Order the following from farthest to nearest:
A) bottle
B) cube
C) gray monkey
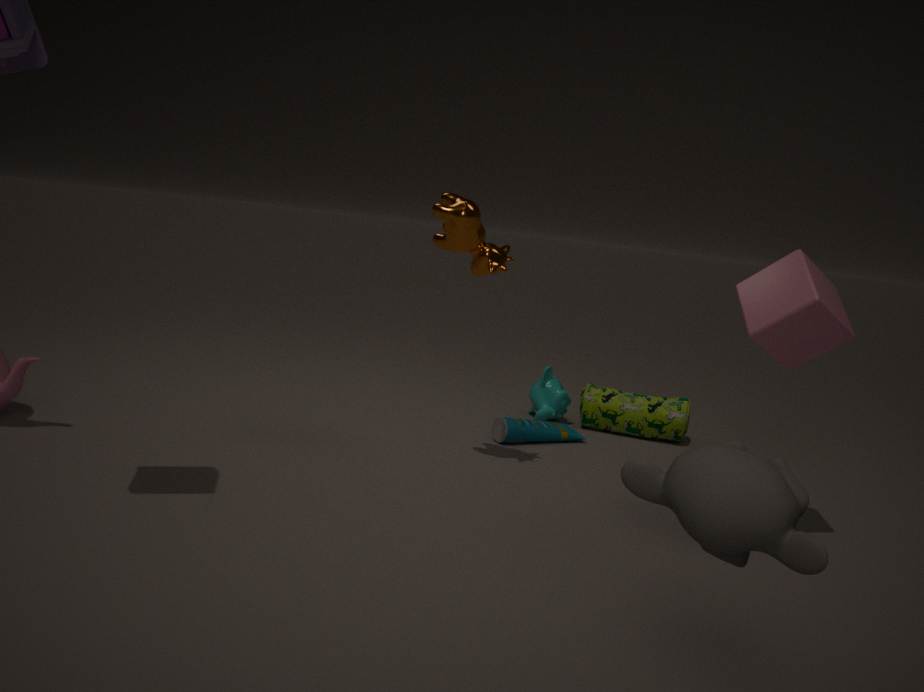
1. bottle
2. cube
3. gray monkey
